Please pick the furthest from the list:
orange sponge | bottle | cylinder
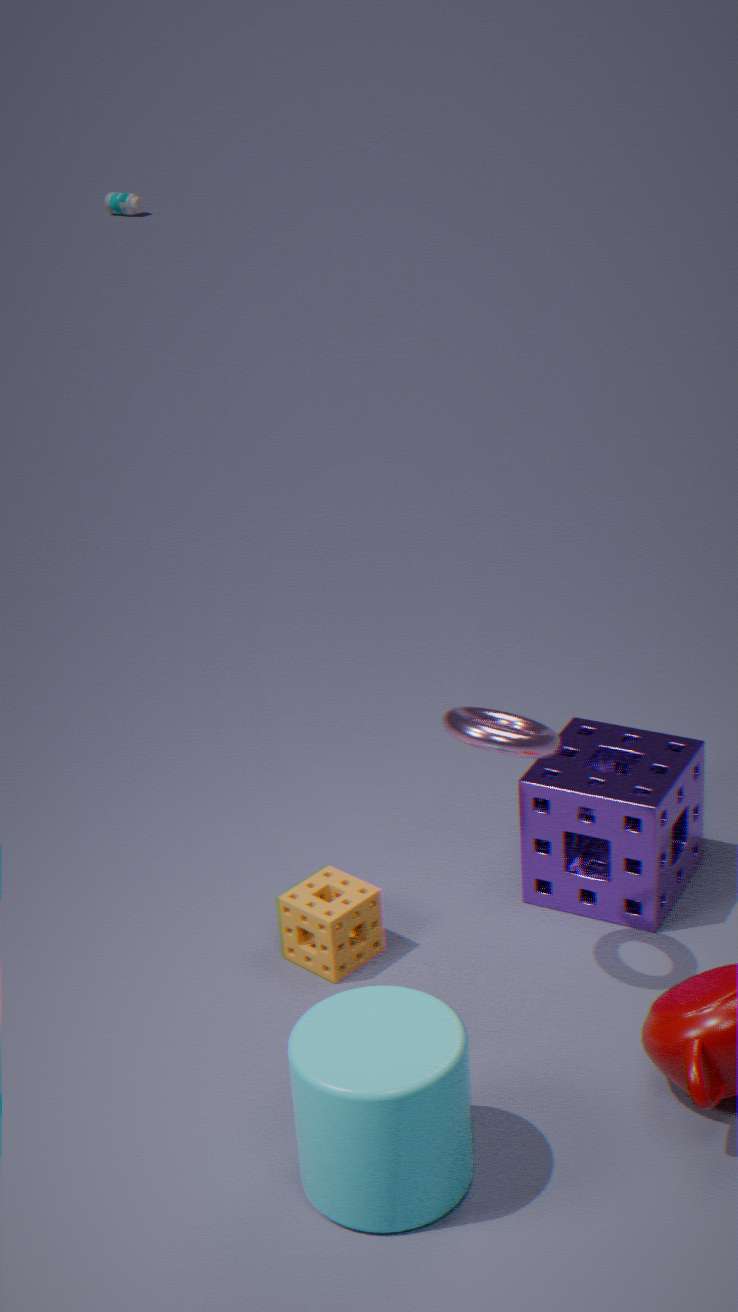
bottle
